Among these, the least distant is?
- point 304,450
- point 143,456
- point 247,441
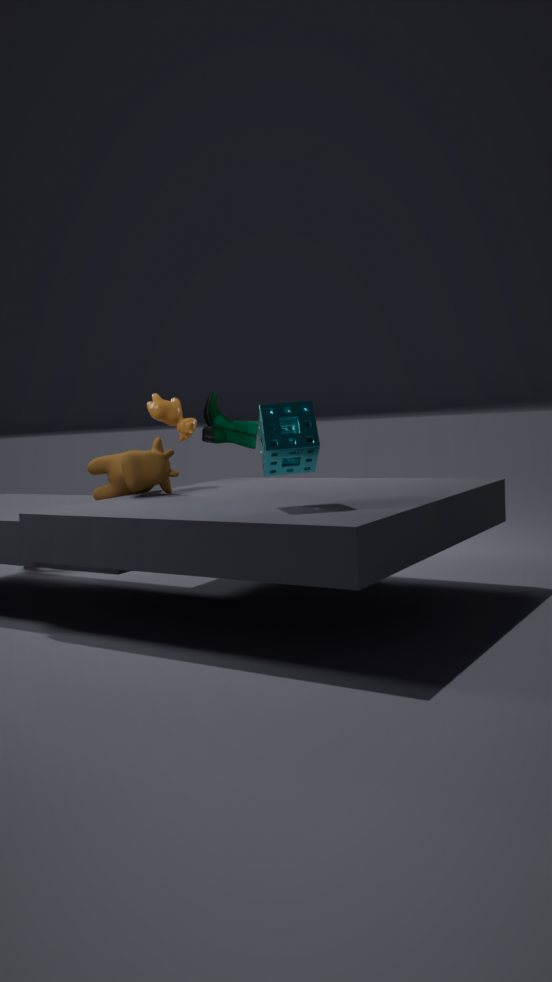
point 304,450
